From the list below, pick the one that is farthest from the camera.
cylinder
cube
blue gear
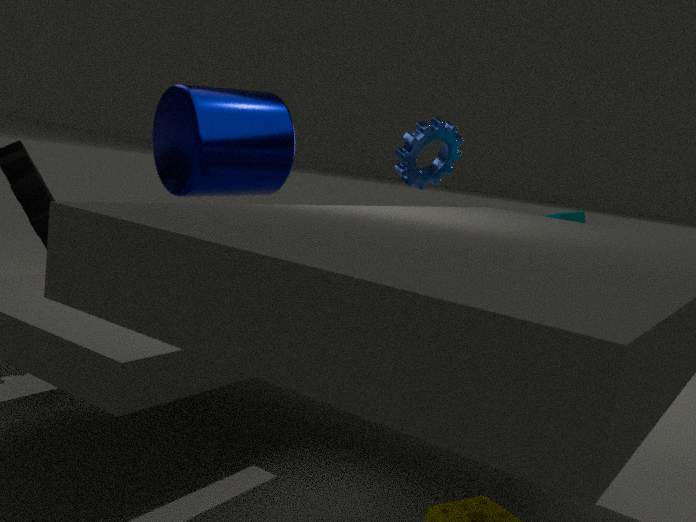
cube
